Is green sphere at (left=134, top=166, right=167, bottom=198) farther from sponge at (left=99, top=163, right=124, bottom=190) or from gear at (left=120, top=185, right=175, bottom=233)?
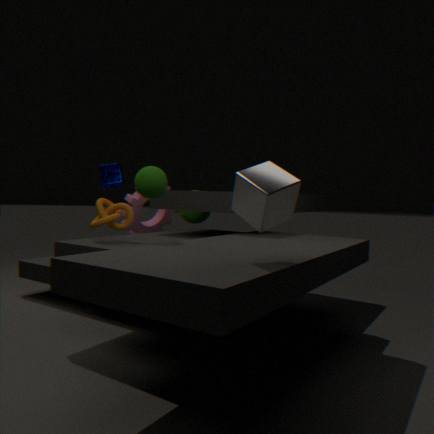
sponge at (left=99, top=163, right=124, bottom=190)
